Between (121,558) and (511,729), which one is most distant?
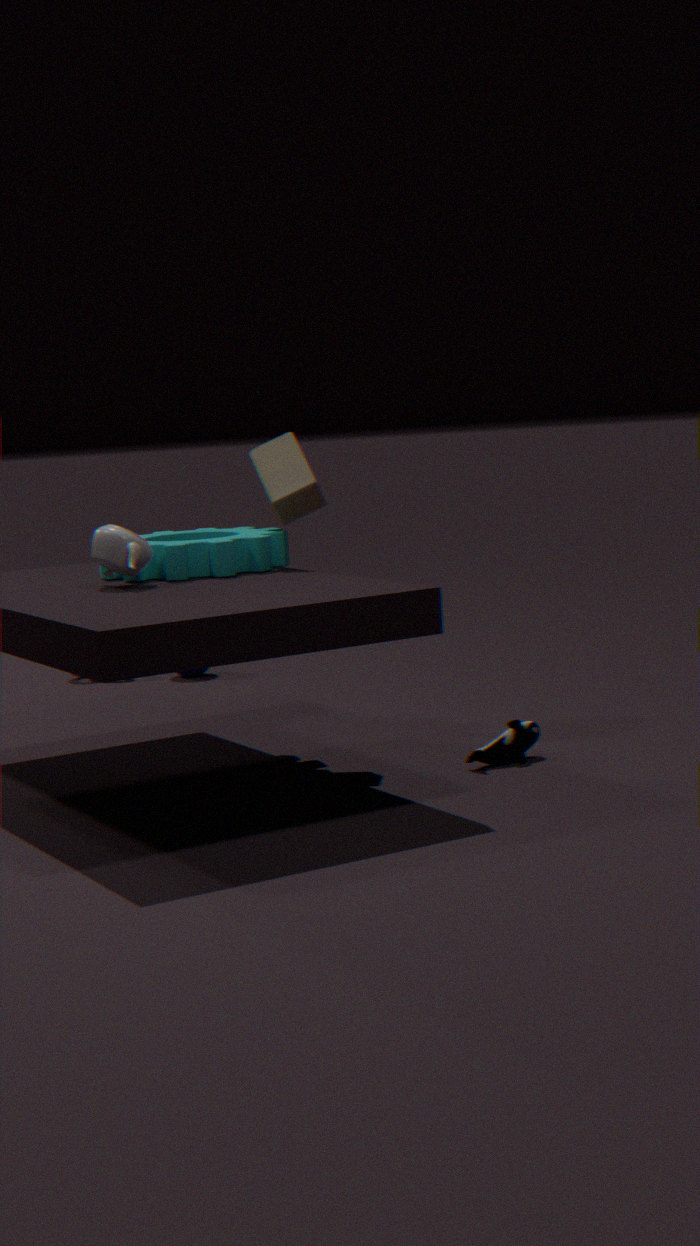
(511,729)
